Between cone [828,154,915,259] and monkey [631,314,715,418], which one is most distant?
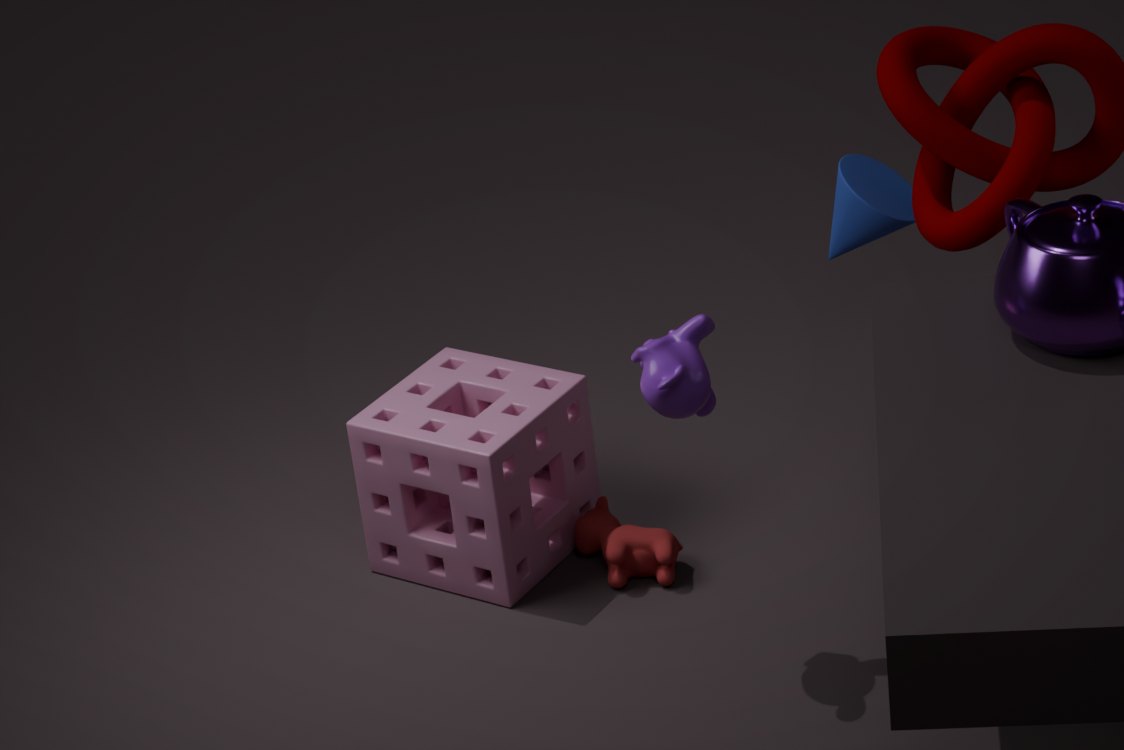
cone [828,154,915,259]
